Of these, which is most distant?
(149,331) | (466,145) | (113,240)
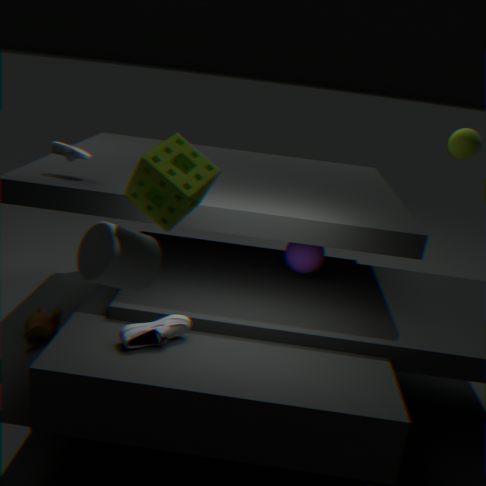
(466,145)
